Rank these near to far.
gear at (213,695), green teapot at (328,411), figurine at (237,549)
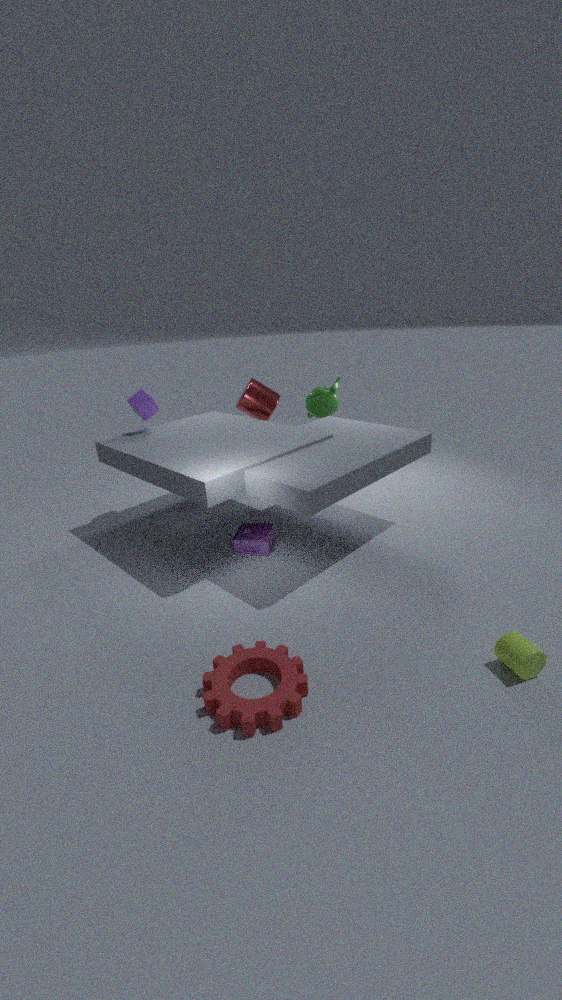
gear at (213,695) < figurine at (237,549) < green teapot at (328,411)
